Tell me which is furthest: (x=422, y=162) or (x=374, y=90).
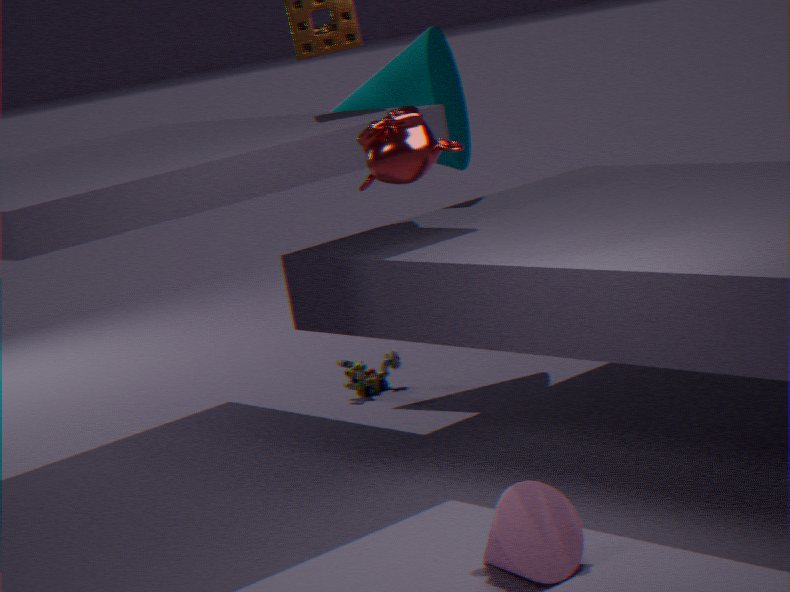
(x=374, y=90)
